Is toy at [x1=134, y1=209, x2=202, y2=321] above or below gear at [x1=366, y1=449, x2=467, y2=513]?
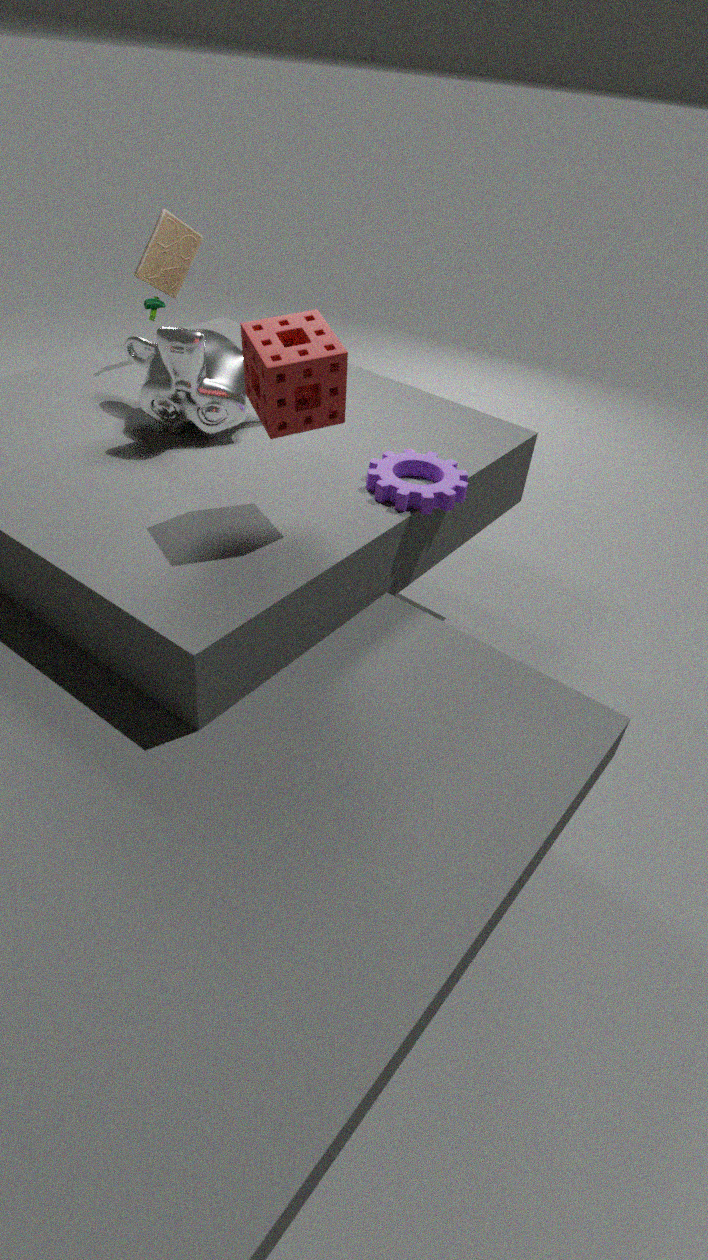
above
